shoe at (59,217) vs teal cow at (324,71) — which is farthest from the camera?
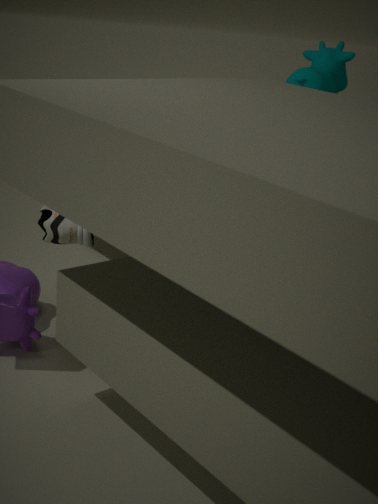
teal cow at (324,71)
